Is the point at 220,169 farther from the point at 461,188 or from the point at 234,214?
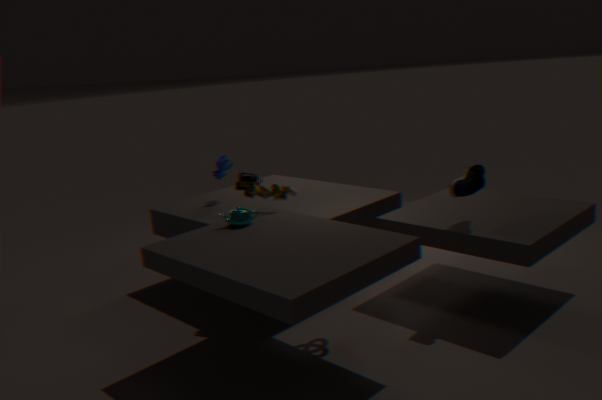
the point at 461,188
